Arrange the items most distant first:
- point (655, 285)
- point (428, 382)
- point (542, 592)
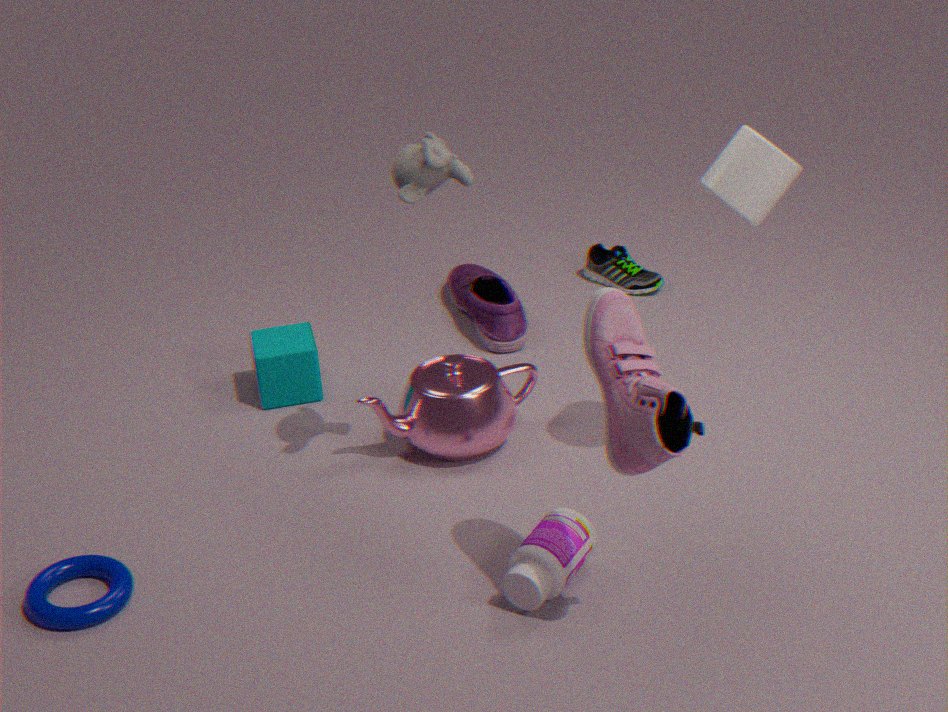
point (655, 285)
point (428, 382)
point (542, 592)
